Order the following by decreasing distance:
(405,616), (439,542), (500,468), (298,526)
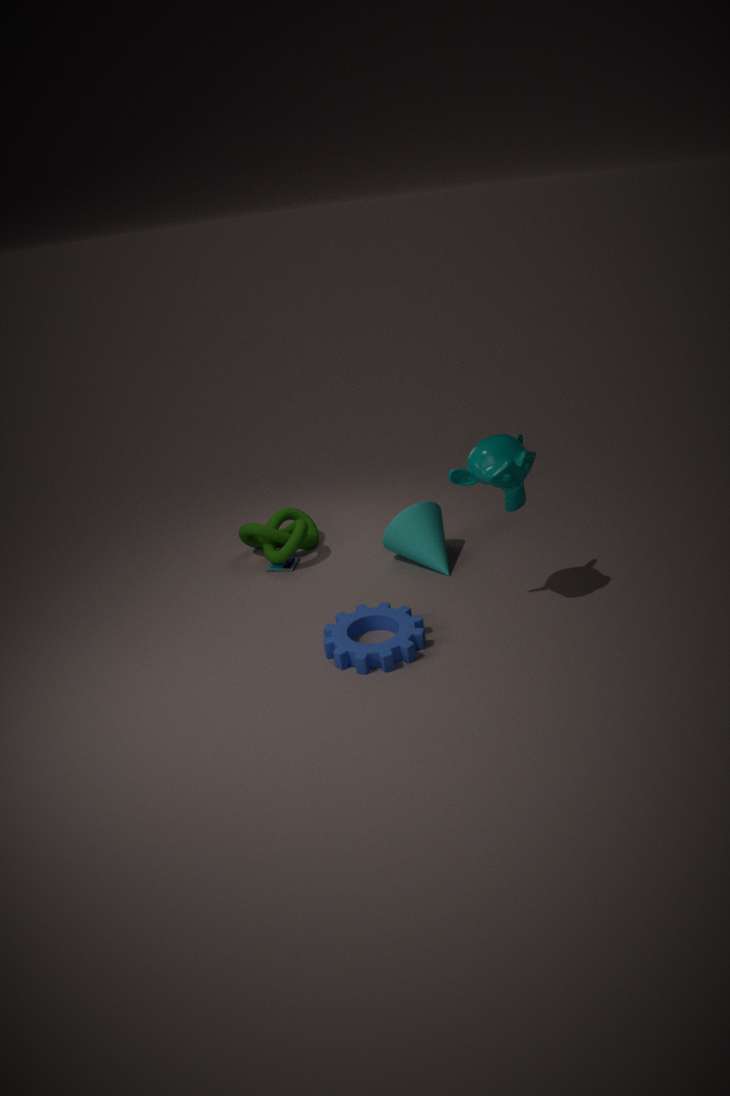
1. (298,526)
2. (439,542)
3. (405,616)
4. (500,468)
